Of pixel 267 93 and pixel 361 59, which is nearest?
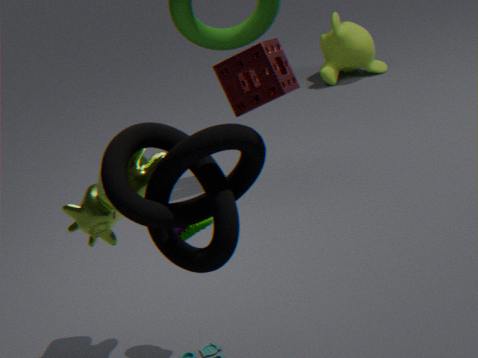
pixel 267 93
